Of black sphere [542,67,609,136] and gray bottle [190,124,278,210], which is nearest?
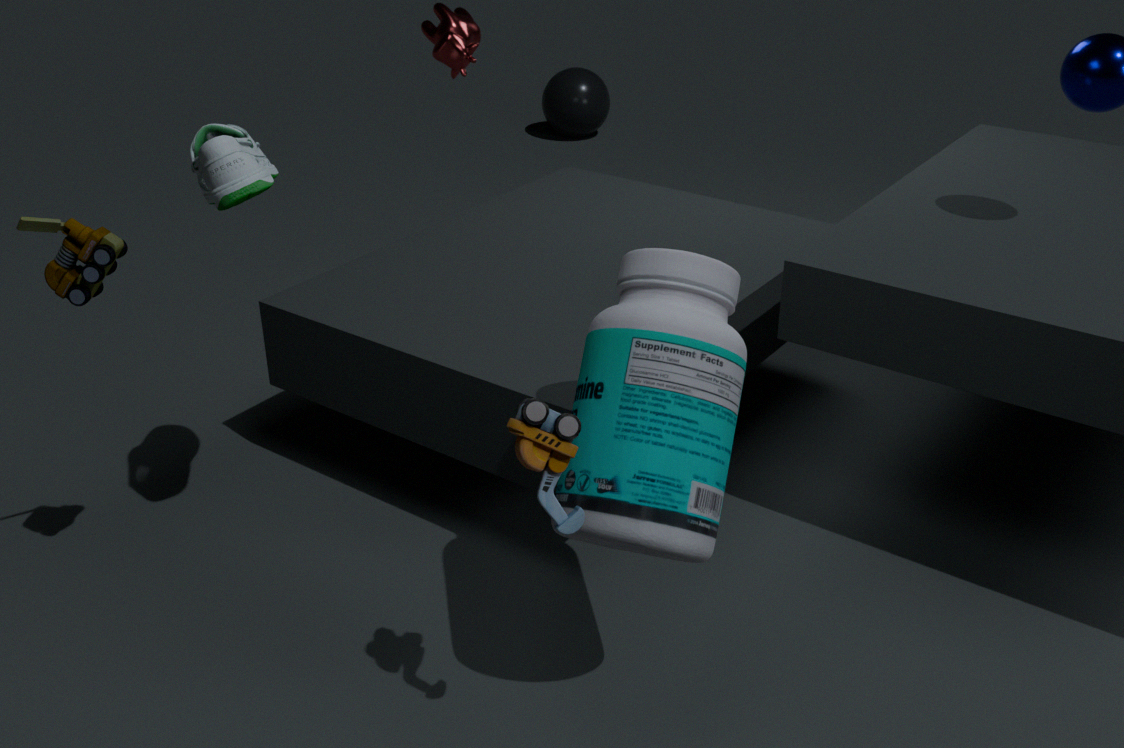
gray bottle [190,124,278,210]
